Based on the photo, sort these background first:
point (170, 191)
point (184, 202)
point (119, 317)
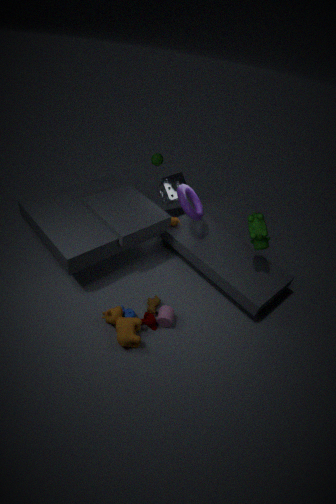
point (170, 191), point (184, 202), point (119, 317)
